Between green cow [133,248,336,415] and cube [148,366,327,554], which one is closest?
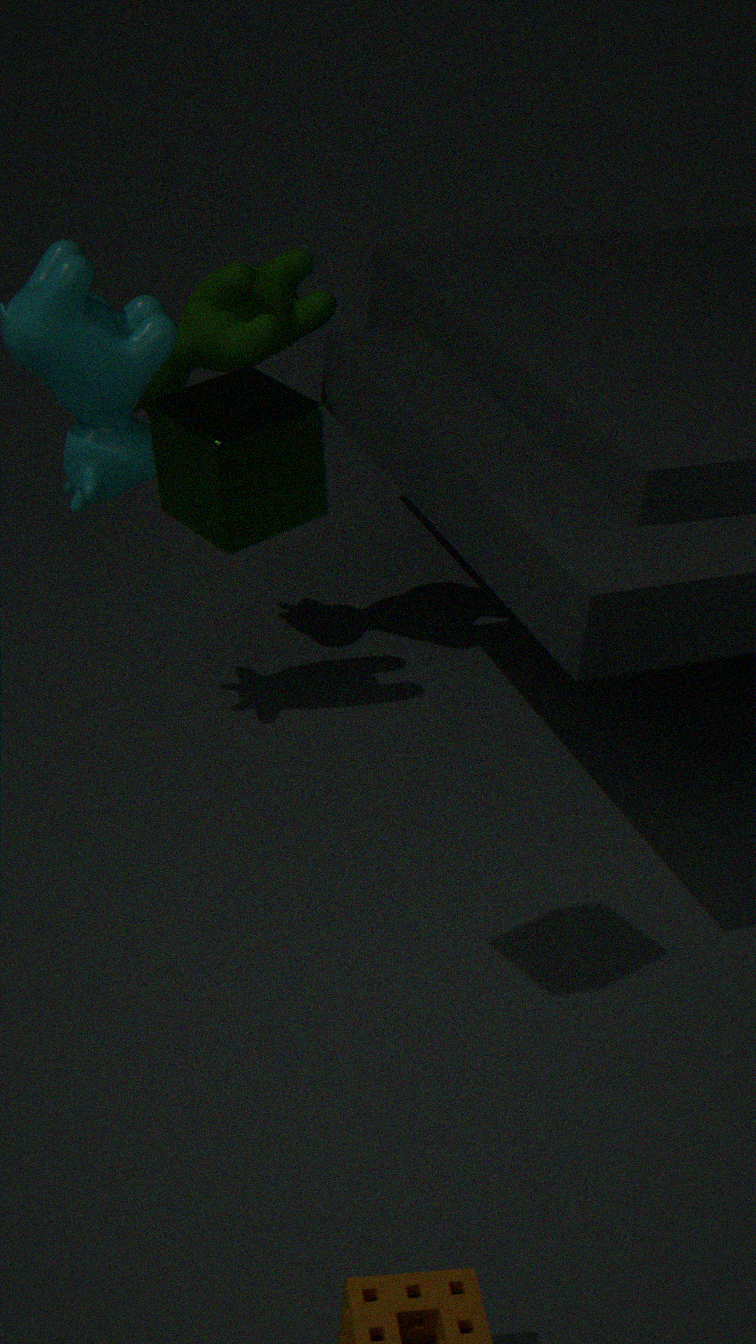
cube [148,366,327,554]
